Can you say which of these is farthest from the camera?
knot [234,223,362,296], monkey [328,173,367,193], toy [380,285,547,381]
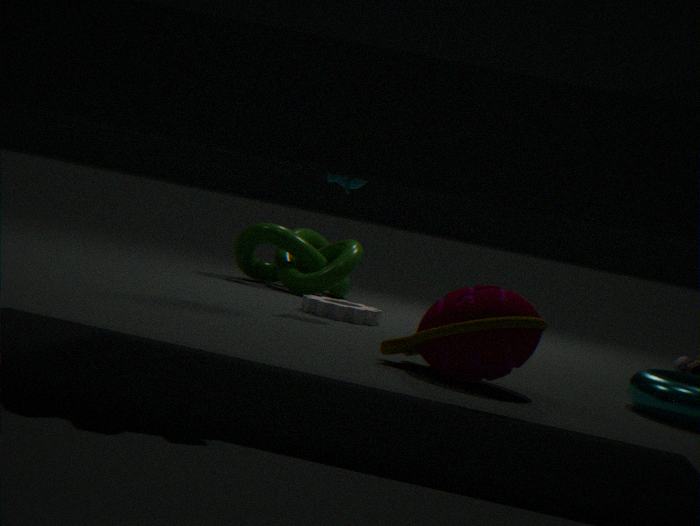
knot [234,223,362,296]
